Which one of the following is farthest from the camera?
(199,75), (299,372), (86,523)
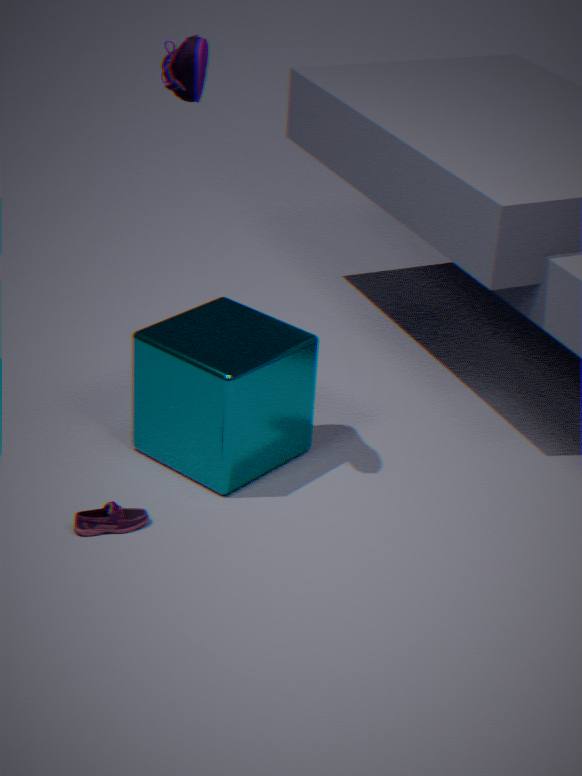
(299,372)
